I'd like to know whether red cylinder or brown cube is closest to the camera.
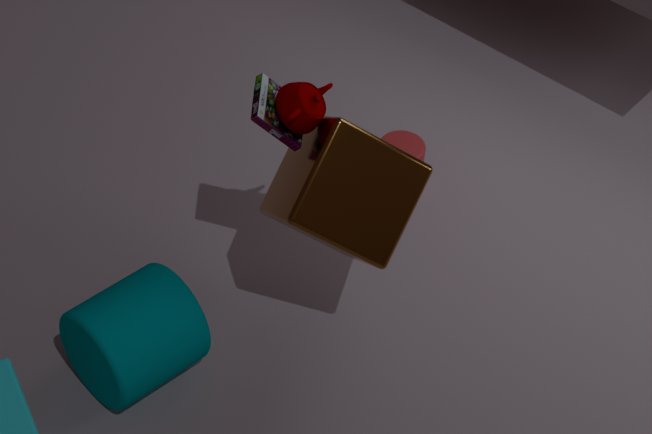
brown cube
